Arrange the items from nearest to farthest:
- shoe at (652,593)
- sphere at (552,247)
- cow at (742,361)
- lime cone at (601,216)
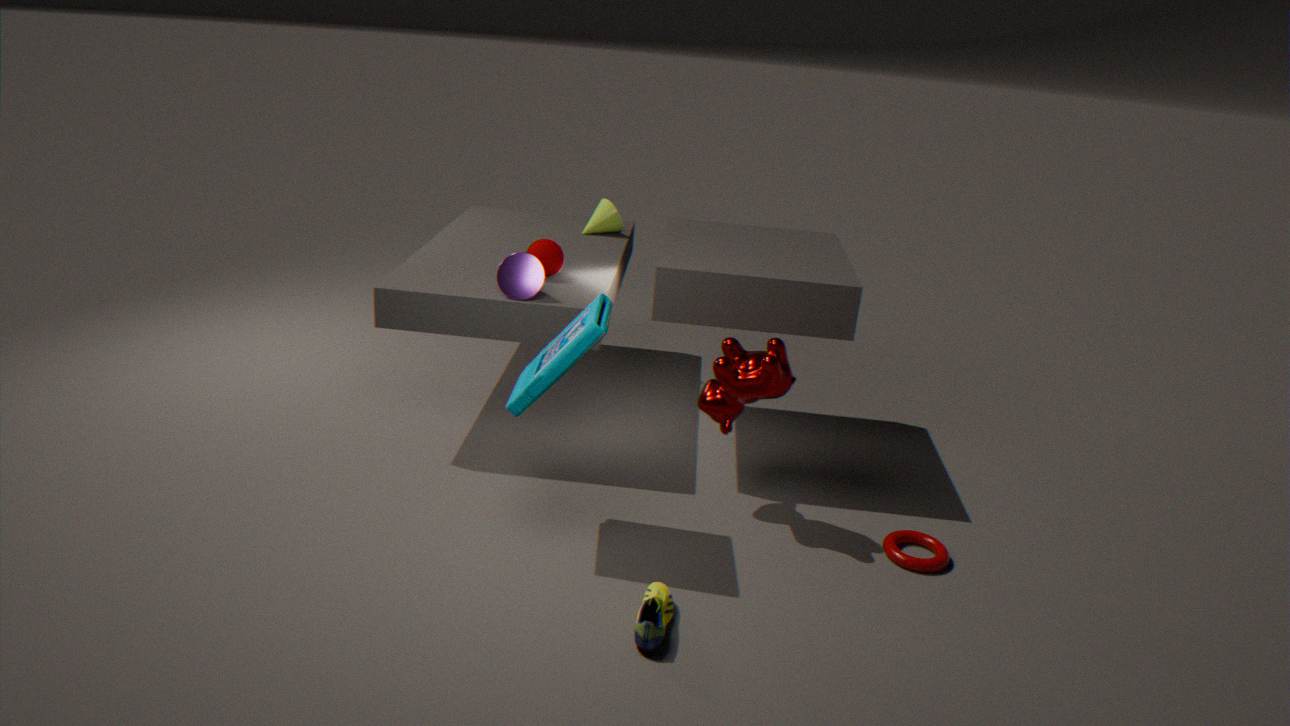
shoe at (652,593) < cow at (742,361) < sphere at (552,247) < lime cone at (601,216)
